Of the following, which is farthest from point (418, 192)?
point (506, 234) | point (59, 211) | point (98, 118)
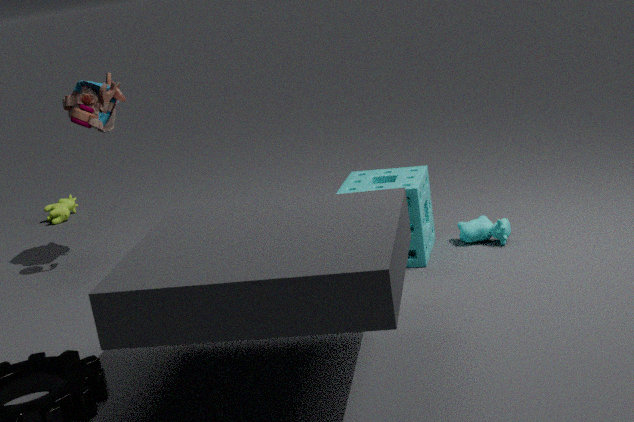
point (59, 211)
